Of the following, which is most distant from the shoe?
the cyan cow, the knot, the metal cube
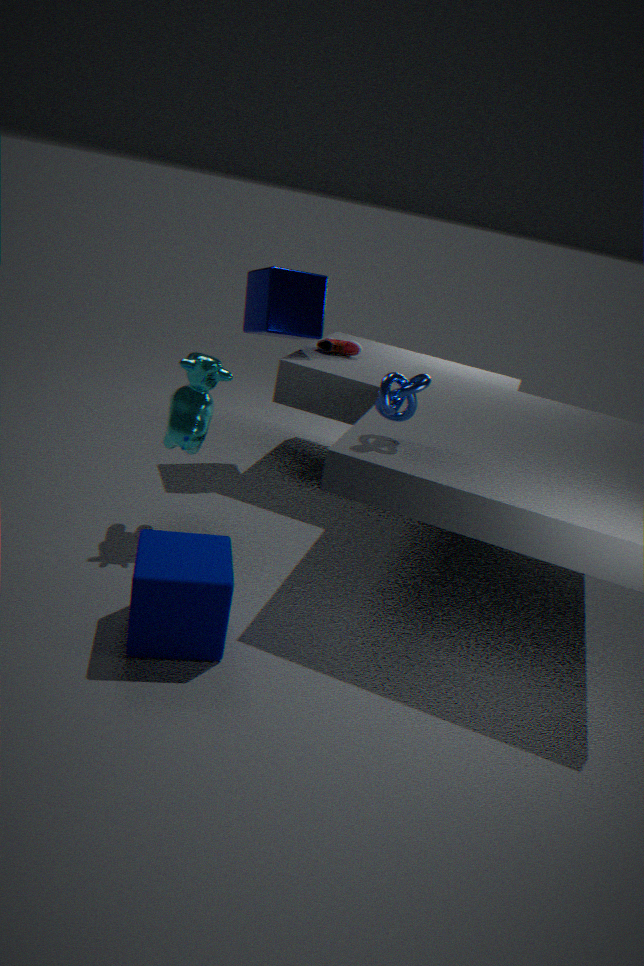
the knot
